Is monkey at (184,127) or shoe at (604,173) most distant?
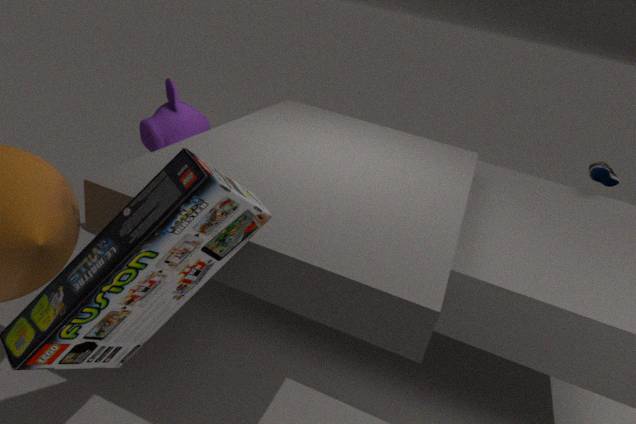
shoe at (604,173)
